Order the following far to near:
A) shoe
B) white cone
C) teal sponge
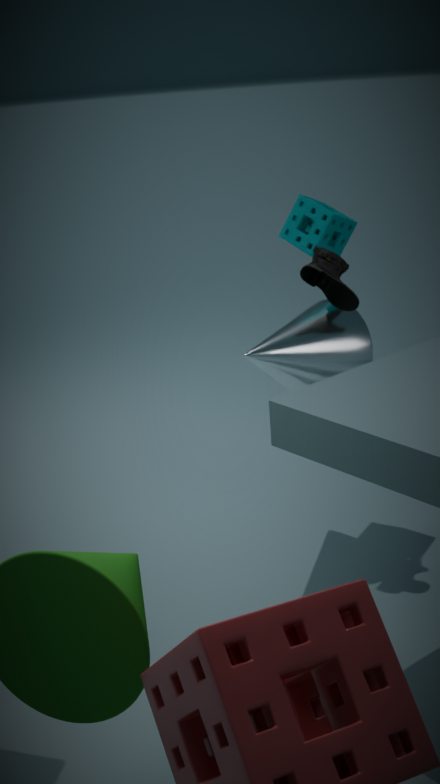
1. teal sponge
2. white cone
3. shoe
